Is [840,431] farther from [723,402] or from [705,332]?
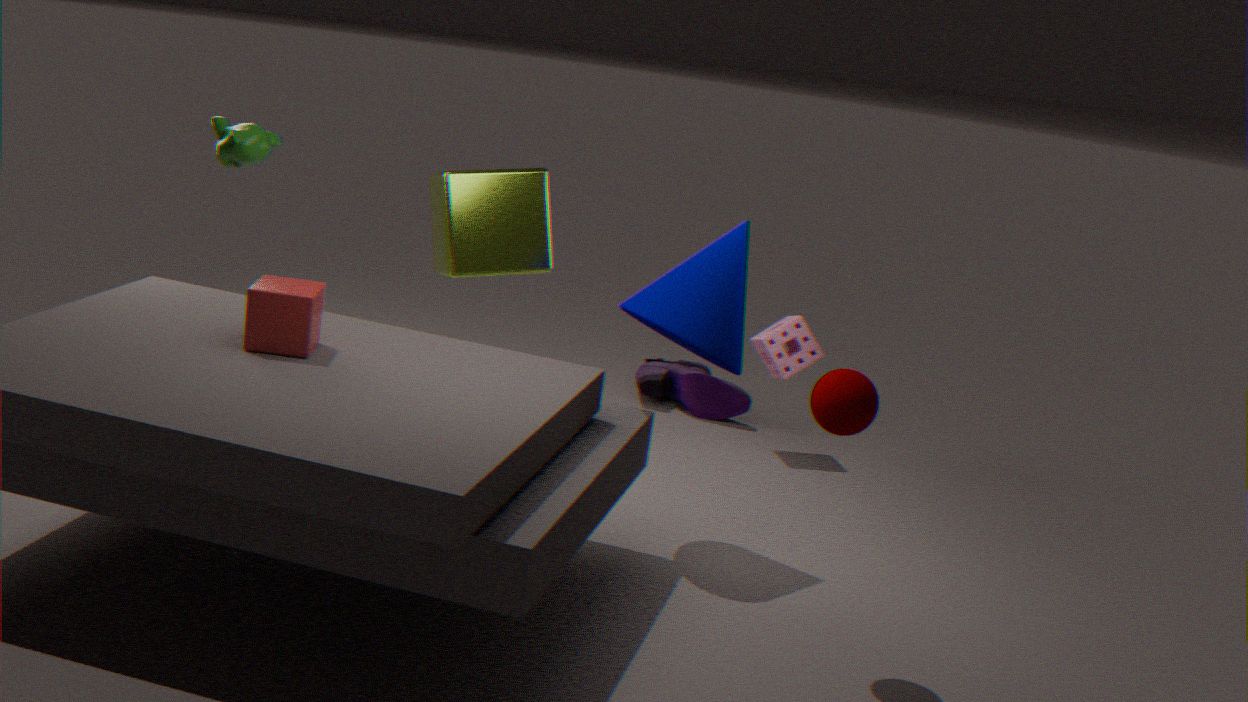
[723,402]
